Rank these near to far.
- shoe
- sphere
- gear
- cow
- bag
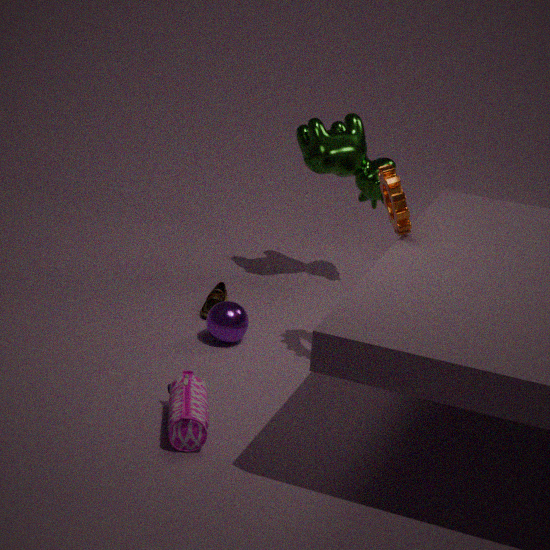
1. bag
2. gear
3. sphere
4. shoe
5. cow
